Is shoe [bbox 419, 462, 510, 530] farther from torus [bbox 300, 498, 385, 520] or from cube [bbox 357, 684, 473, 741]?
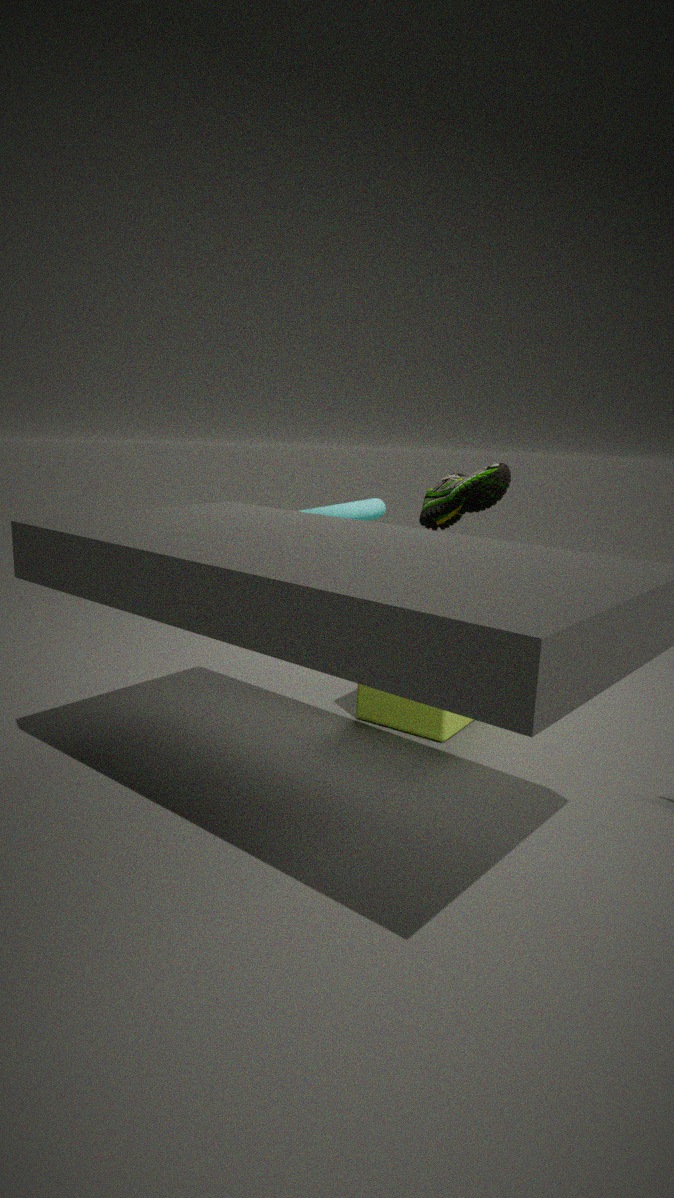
torus [bbox 300, 498, 385, 520]
